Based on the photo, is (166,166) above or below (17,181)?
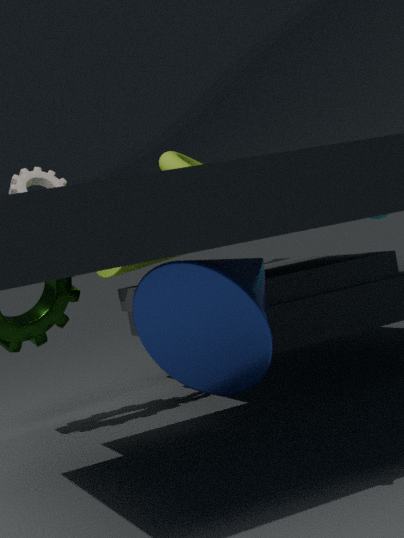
below
